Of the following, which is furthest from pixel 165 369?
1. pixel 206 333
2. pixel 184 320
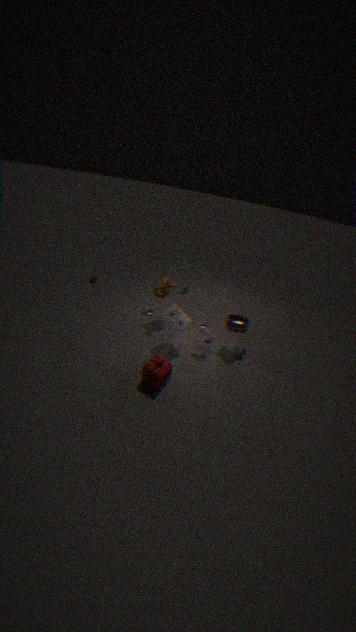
pixel 206 333
